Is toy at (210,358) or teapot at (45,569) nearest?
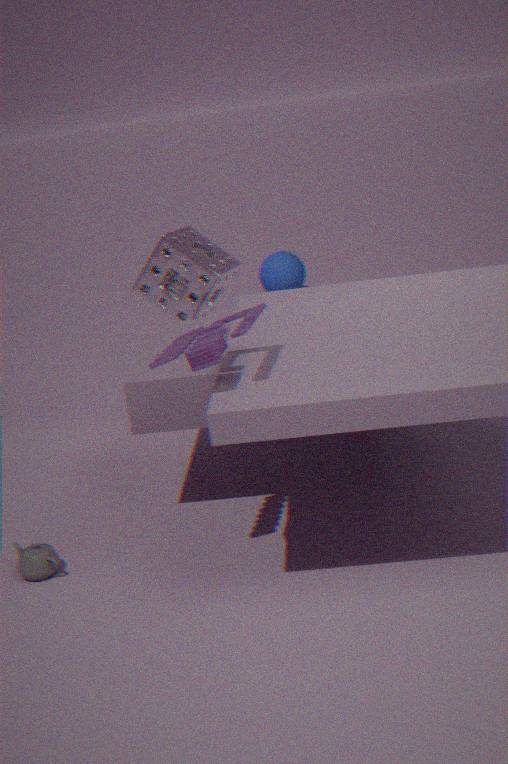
toy at (210,358)
